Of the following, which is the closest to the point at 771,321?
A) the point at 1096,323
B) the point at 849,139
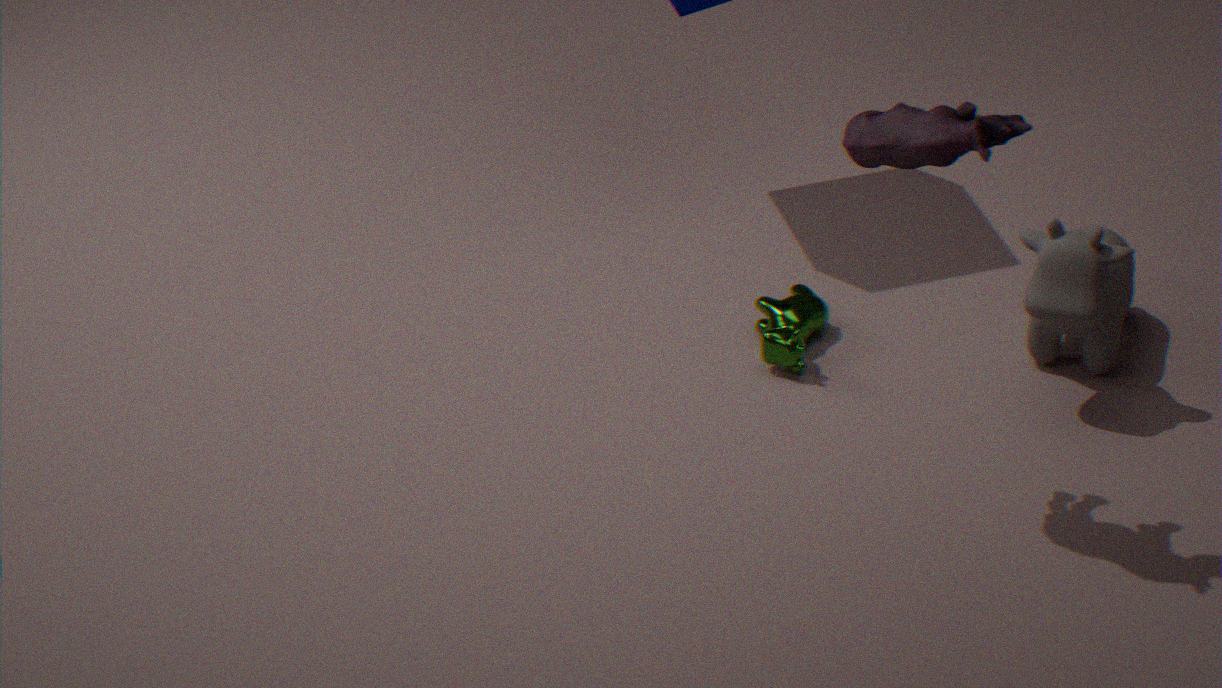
the point at 1096,323
